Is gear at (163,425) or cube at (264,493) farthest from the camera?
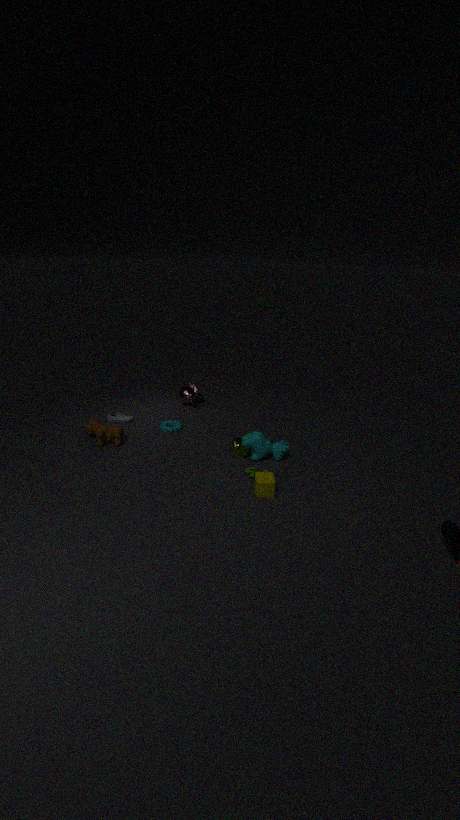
gear at (163,425)
